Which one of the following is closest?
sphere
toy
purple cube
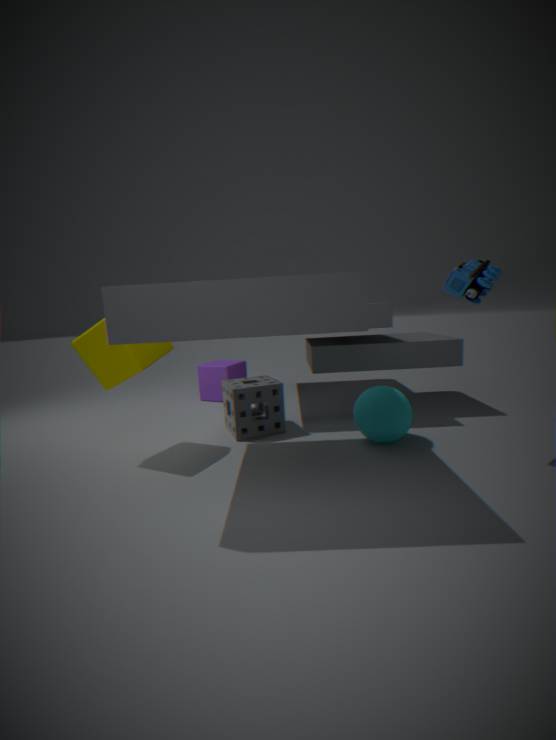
toy
